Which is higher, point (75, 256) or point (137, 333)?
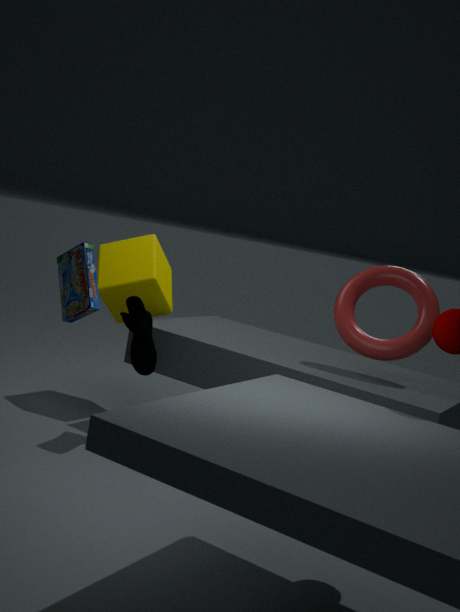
point (75, 256)
